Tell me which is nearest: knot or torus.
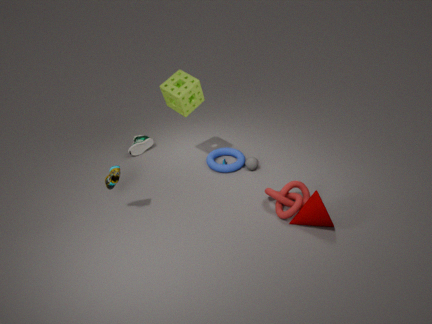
knot
